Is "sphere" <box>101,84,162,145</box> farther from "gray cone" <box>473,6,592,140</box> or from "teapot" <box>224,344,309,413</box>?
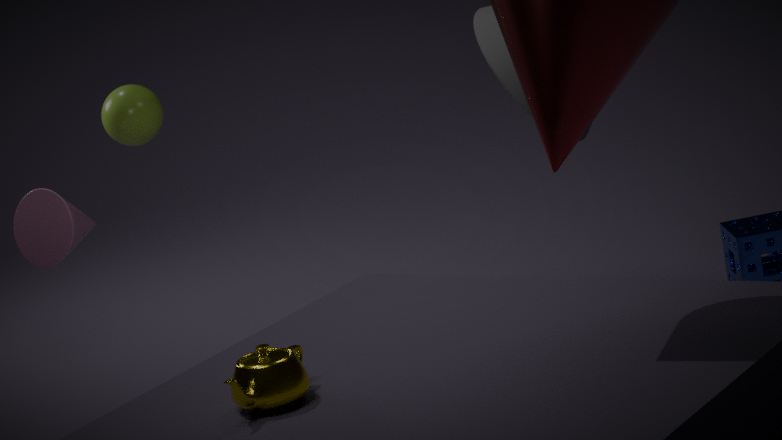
"teapot" <box>224,344,309,413</box>
